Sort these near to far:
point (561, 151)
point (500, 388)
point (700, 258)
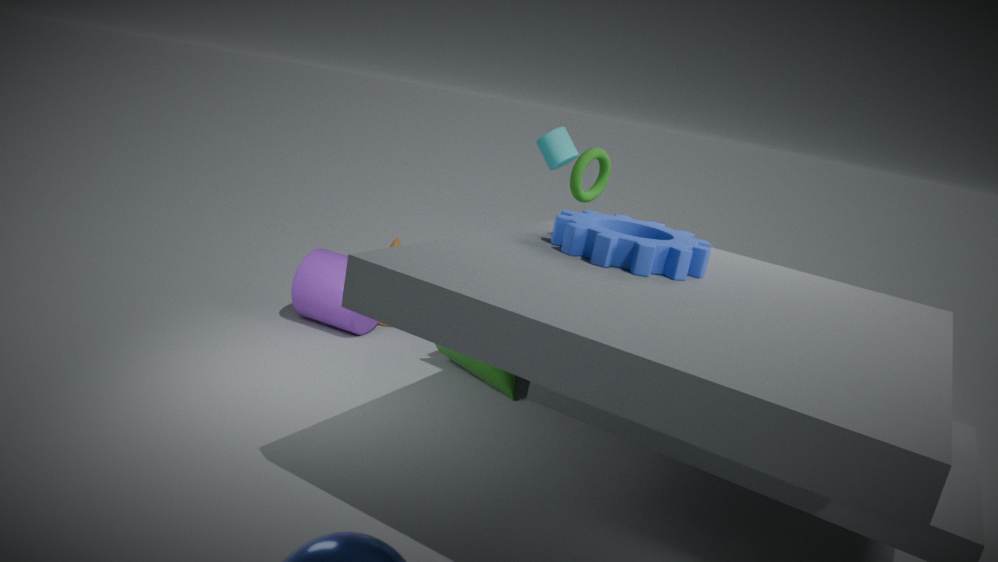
point (700, 258) < point (500, 388) < point (561, 151)
